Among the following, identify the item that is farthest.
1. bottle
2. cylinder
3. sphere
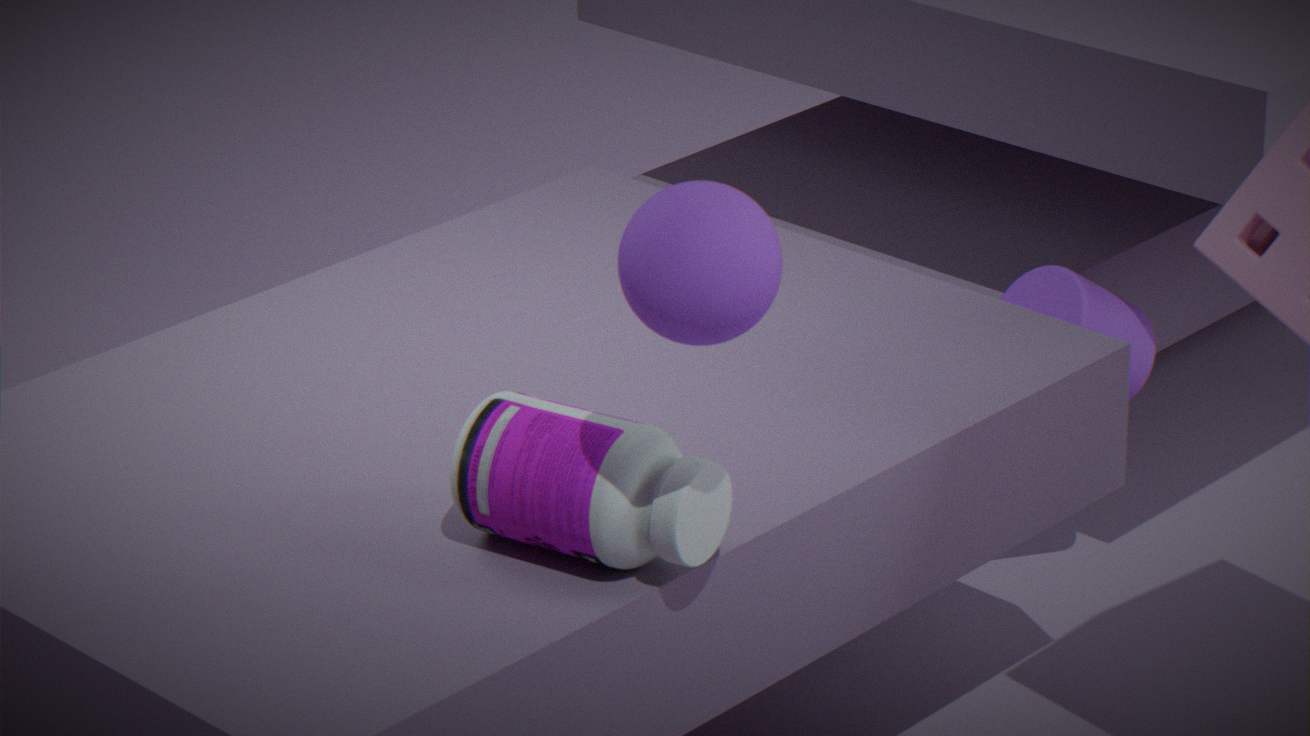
cylinder
